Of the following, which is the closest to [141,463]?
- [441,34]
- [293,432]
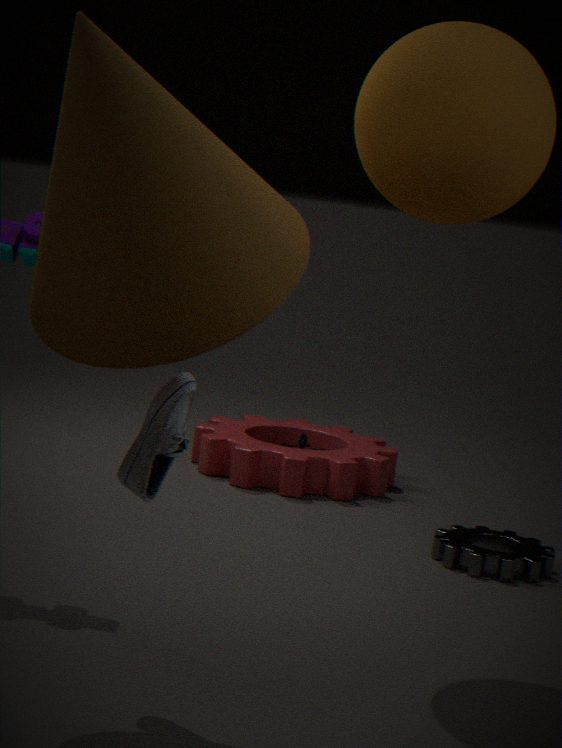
[441,34]
